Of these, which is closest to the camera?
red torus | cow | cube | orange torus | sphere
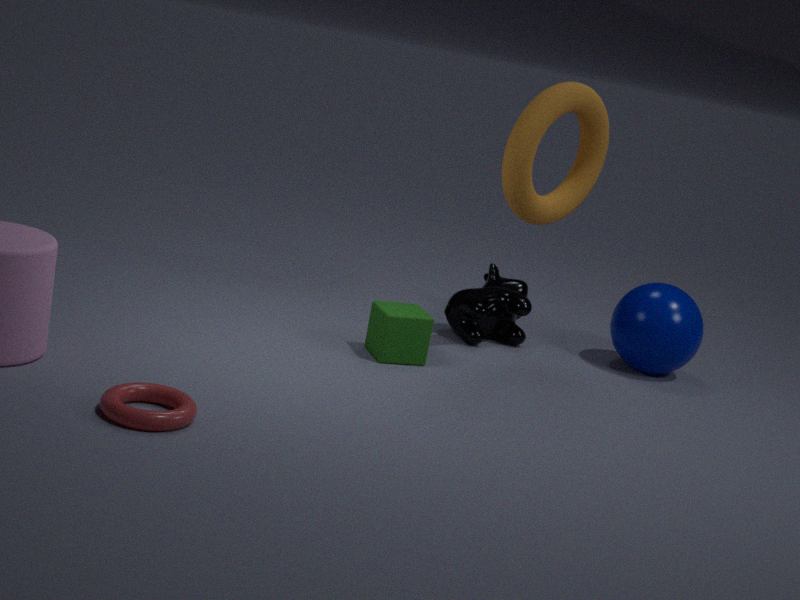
red torus
